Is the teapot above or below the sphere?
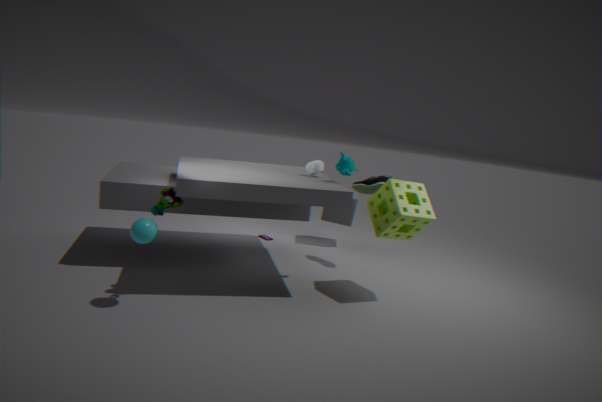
above
